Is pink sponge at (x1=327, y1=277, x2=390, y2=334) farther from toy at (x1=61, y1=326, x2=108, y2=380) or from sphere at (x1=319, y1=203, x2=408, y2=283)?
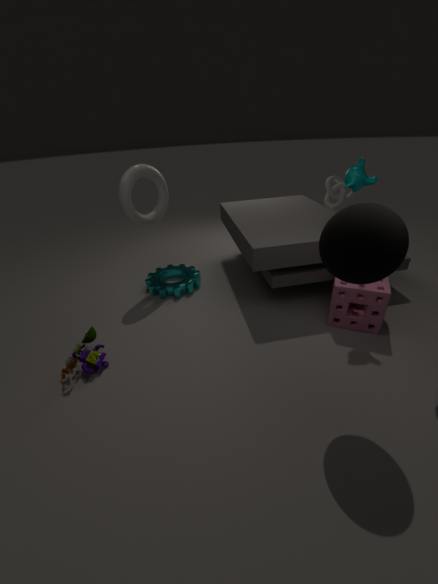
toy at (x1=61, y1=326, x2=108, y2=380)
